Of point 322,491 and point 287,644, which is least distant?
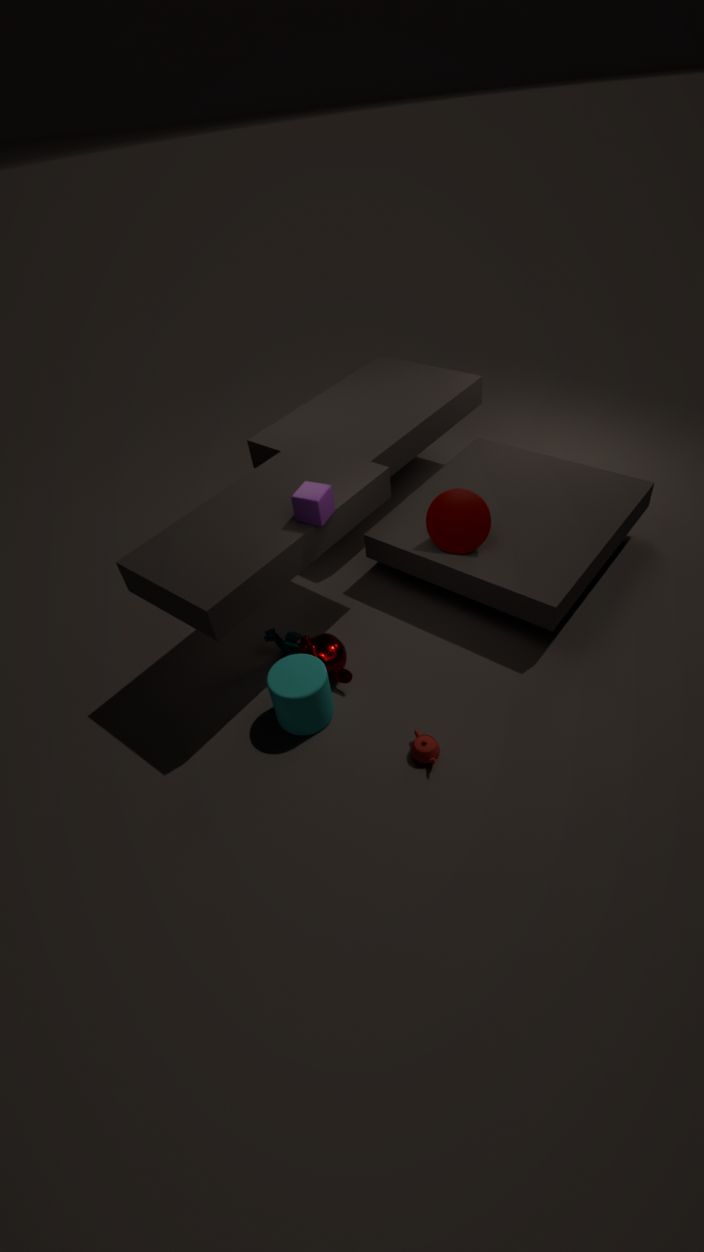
point 322,491
